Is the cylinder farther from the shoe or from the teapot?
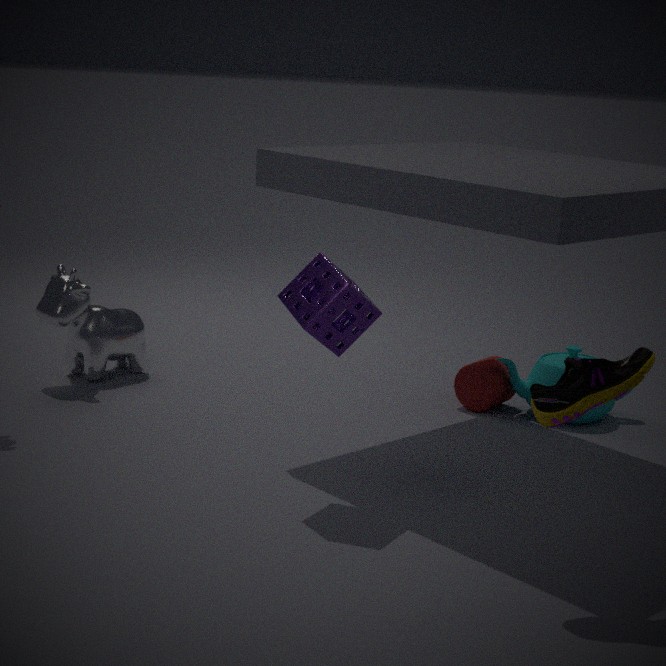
the shoe
